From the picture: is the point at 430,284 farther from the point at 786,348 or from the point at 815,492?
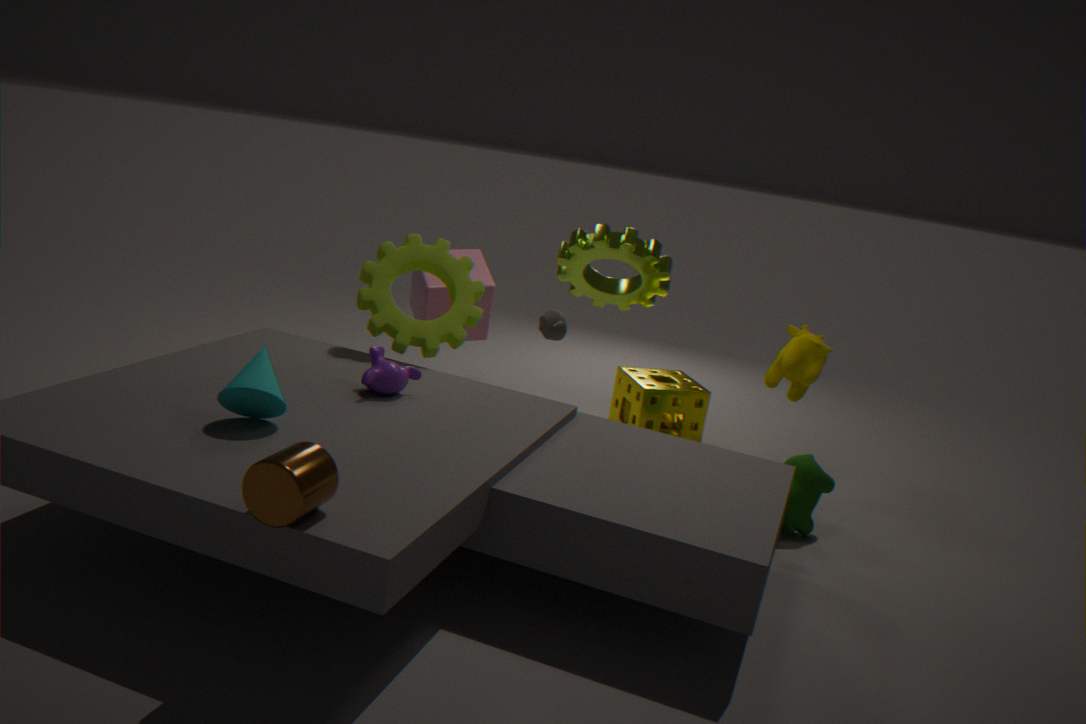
the point at 815,492
